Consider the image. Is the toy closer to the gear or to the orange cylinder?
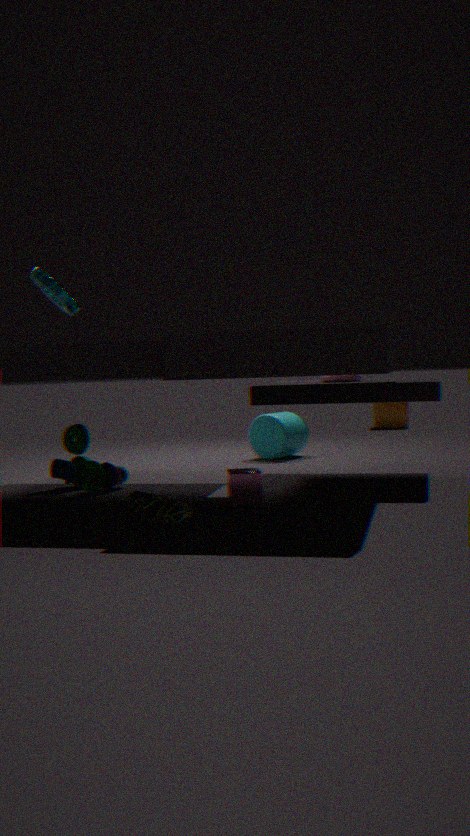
the gear
